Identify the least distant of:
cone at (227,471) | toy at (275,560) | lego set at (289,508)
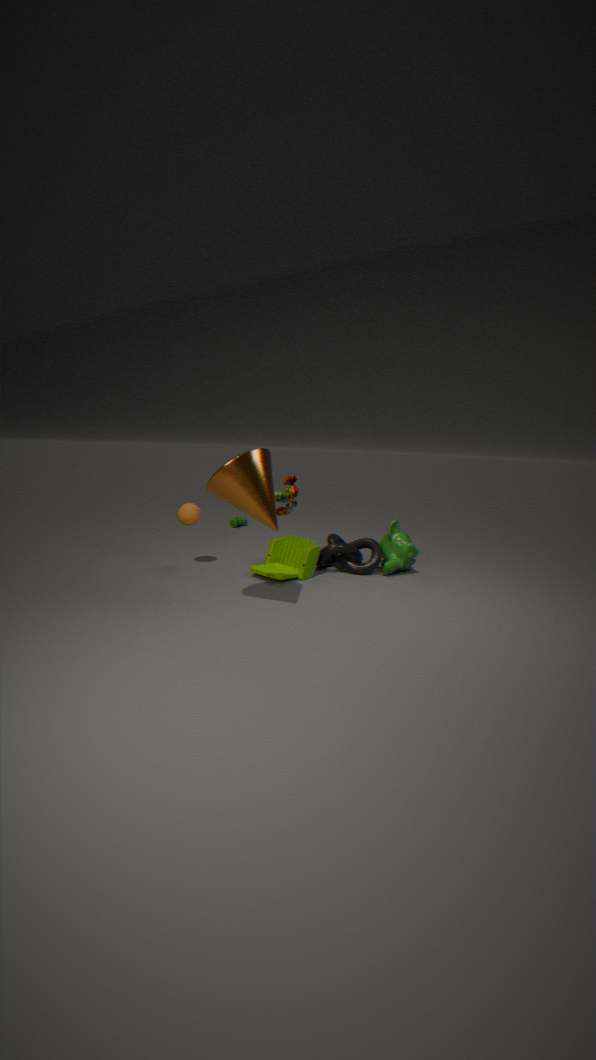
cone at (227,471)
